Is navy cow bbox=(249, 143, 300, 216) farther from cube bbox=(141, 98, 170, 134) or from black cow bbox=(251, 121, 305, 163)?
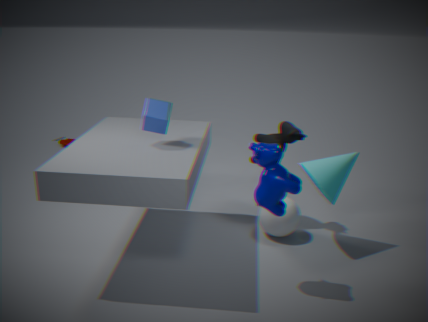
black cow bbox=(251, 121, 305, 163)
